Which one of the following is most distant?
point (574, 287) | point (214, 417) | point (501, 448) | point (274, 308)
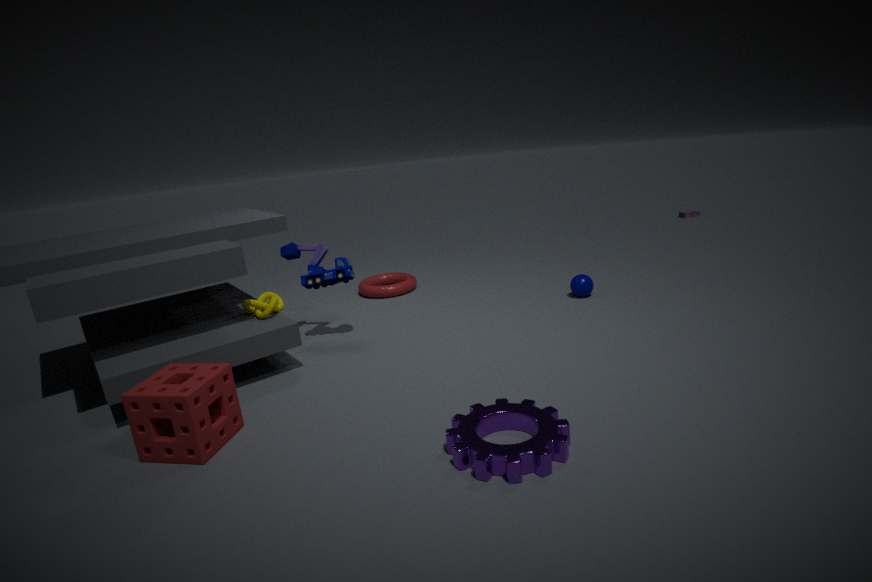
point (574, 287)
